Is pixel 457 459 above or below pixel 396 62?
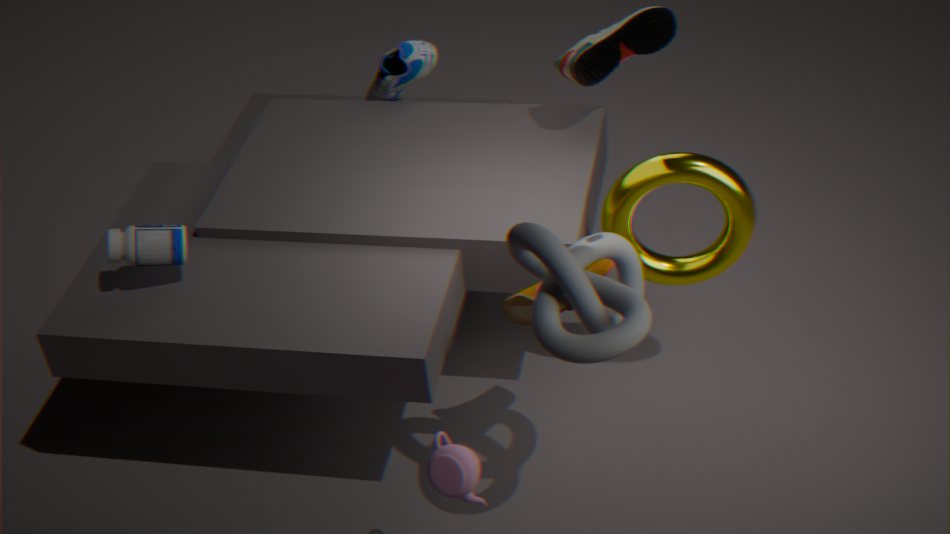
below
